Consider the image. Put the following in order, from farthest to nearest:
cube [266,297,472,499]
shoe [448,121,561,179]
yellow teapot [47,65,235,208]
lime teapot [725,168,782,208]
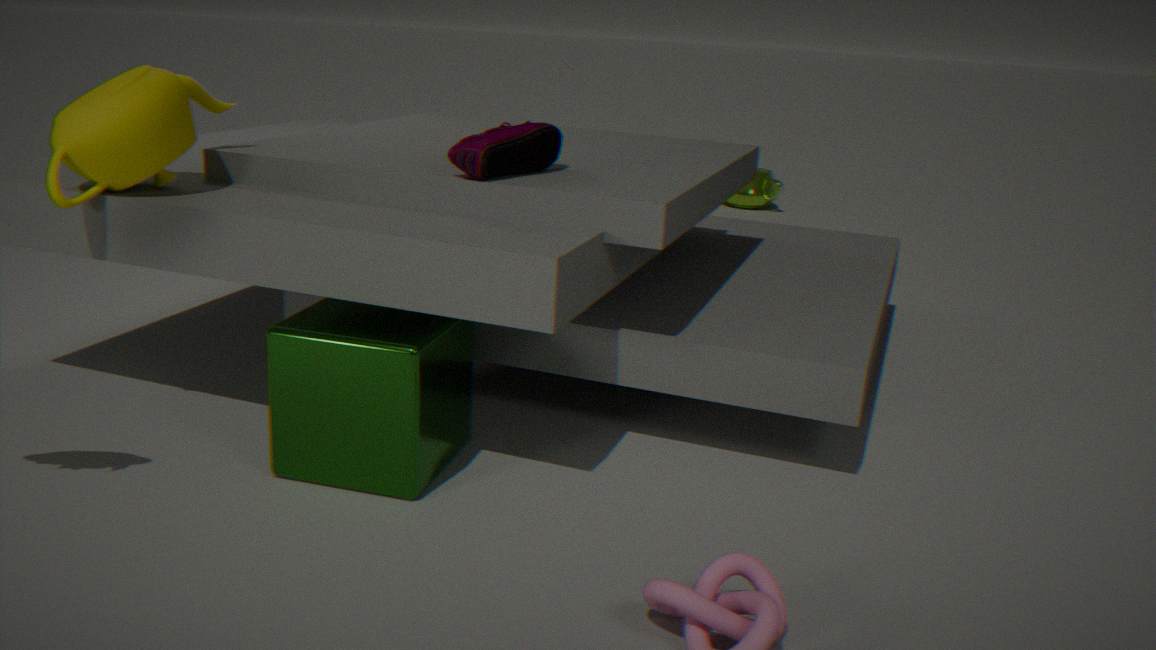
lime teapot [725,168,782,208], shoe [448,121,561,179], yellow teapot [47,65,235,208], cube [266,297,472,499]
